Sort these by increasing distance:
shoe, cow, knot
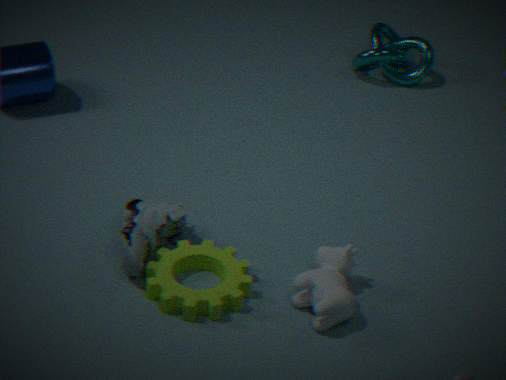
cow < shoe < knot
